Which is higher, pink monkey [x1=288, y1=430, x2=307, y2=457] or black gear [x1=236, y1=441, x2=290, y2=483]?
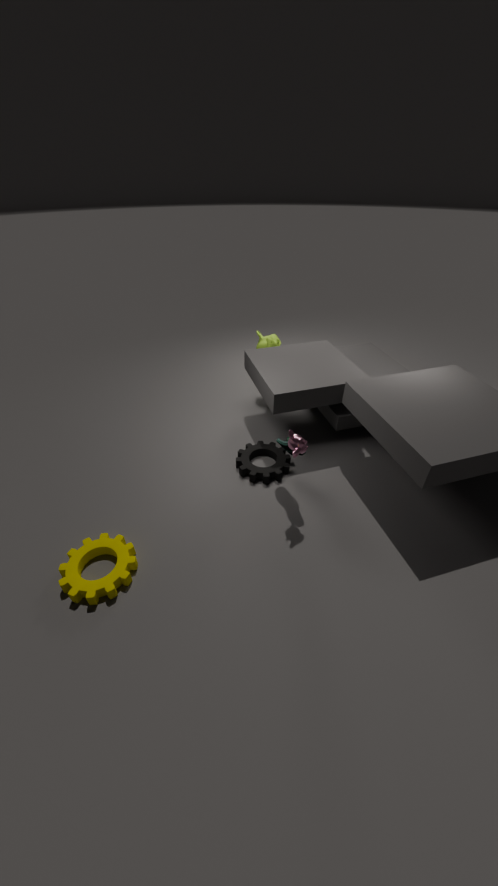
pink monkey [x1=288, y1=430, x2=307, y2=457]
